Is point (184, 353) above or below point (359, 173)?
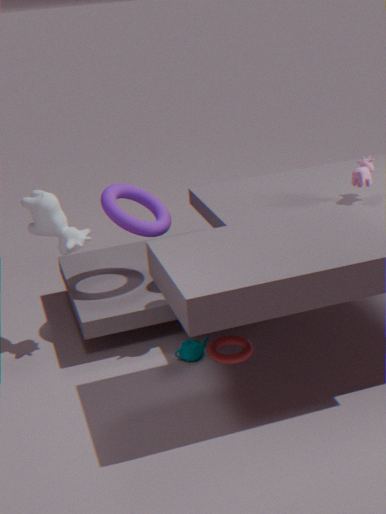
below
